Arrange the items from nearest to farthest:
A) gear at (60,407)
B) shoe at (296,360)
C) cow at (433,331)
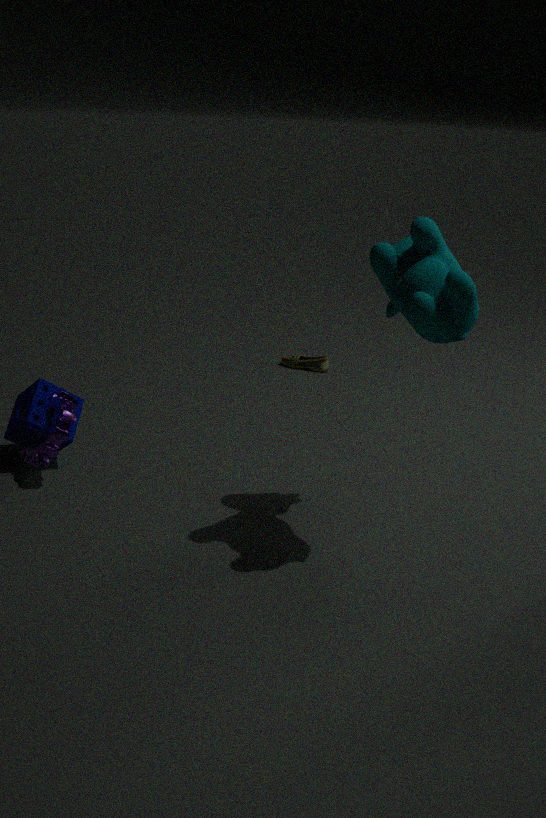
1. cow at (433,331)
2. gear at (60,407)
3. shoe at (296,360)
